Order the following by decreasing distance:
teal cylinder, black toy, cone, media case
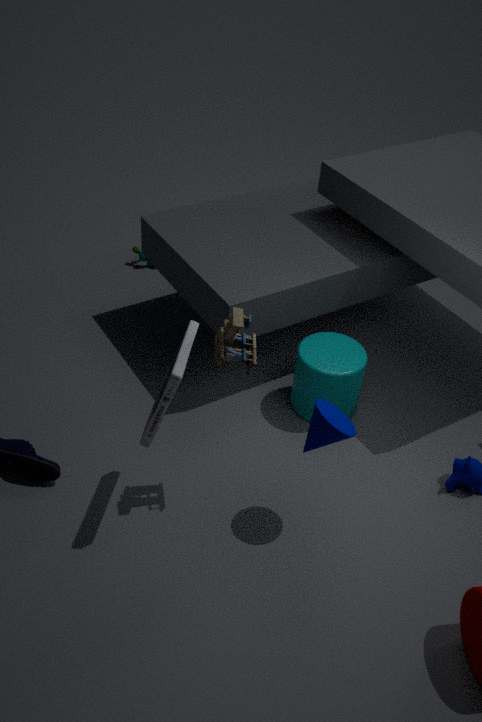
teal cylinder
cone
black toy
media case
